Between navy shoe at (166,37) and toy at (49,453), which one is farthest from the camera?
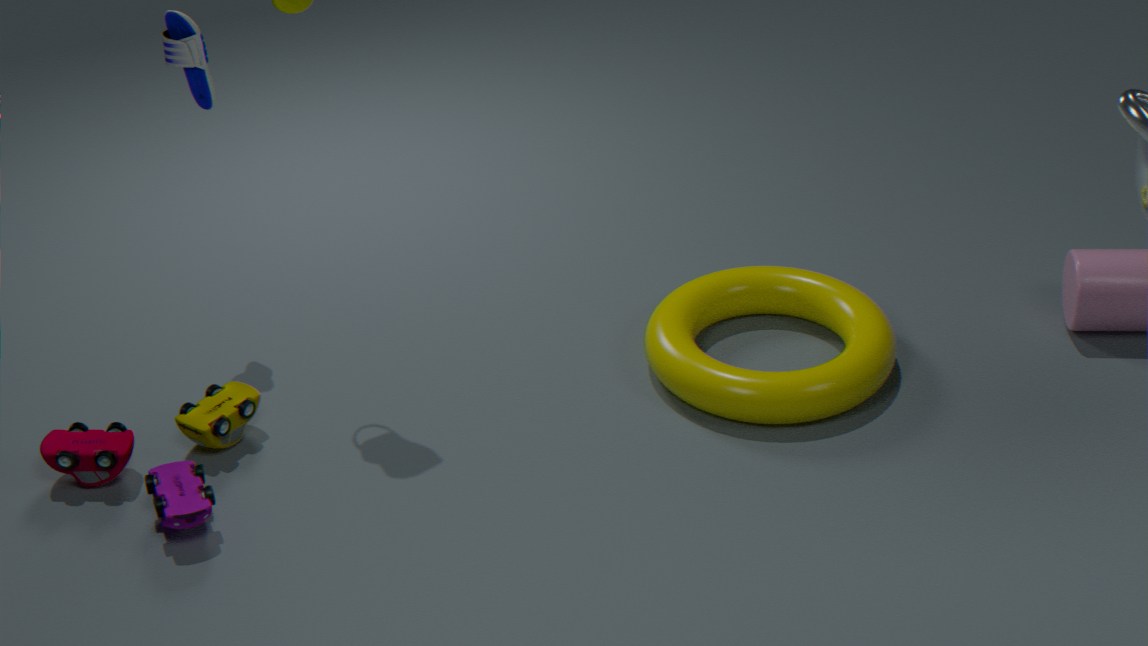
navy shoe at (166,37)
